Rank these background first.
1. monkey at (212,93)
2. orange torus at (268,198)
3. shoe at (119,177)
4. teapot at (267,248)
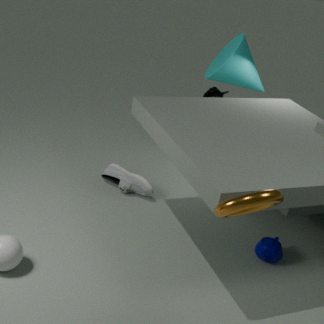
monkey at (212,93)
shoe at (119,177)
teapot at (267,248)
orange torus at (268,198)
